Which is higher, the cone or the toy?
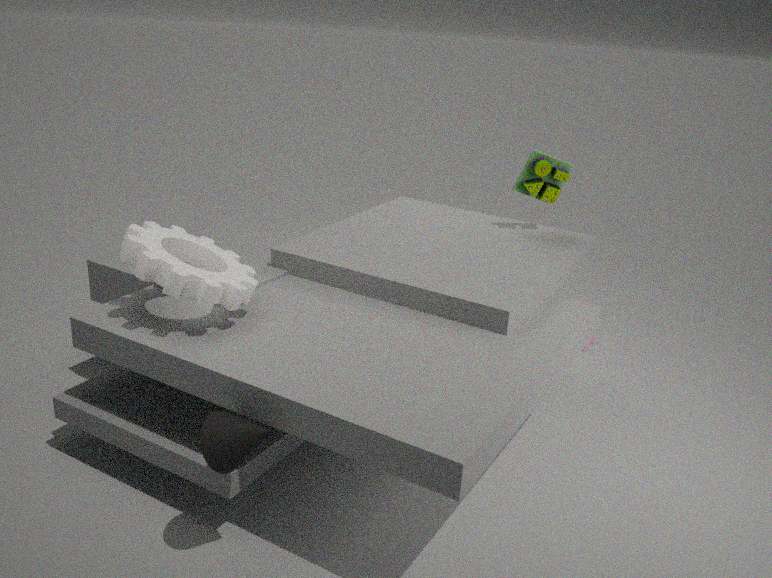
the toy
